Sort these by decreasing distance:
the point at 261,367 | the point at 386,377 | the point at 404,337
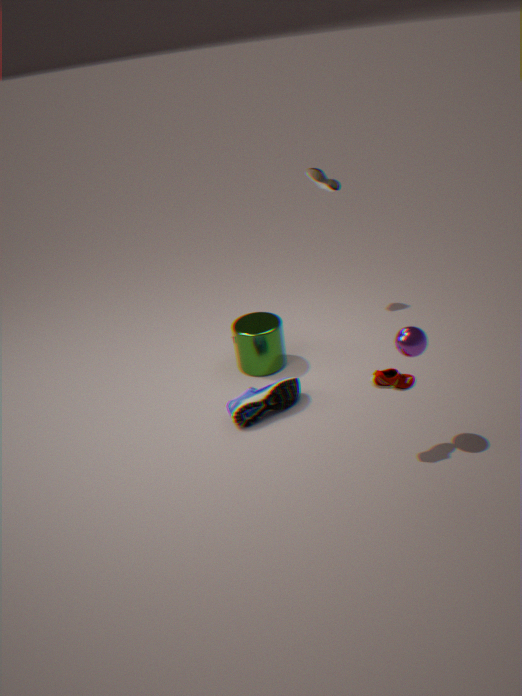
the point at 261,367, the point at 386,377, the point at 404,337
